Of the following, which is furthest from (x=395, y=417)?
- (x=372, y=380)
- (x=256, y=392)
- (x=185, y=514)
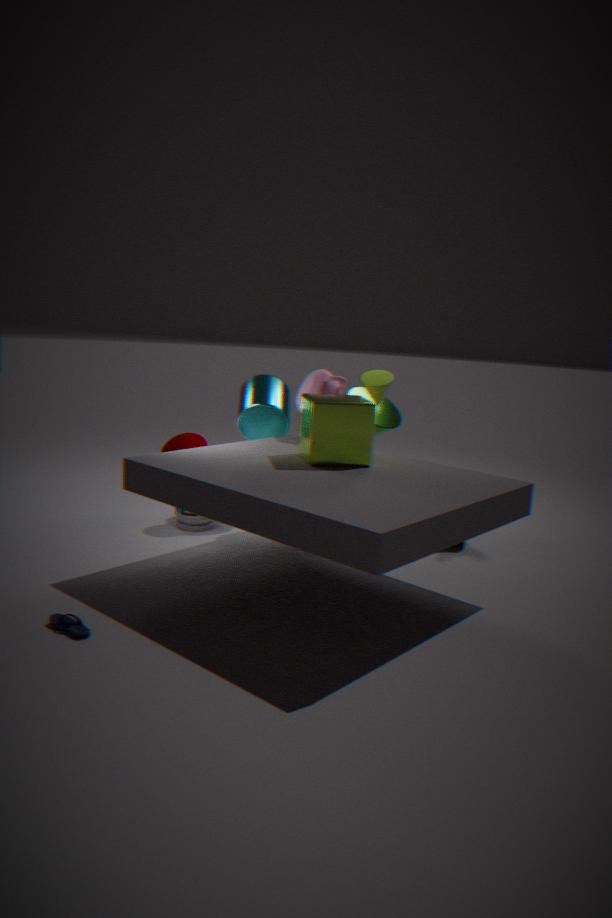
(x=185, y=514)
